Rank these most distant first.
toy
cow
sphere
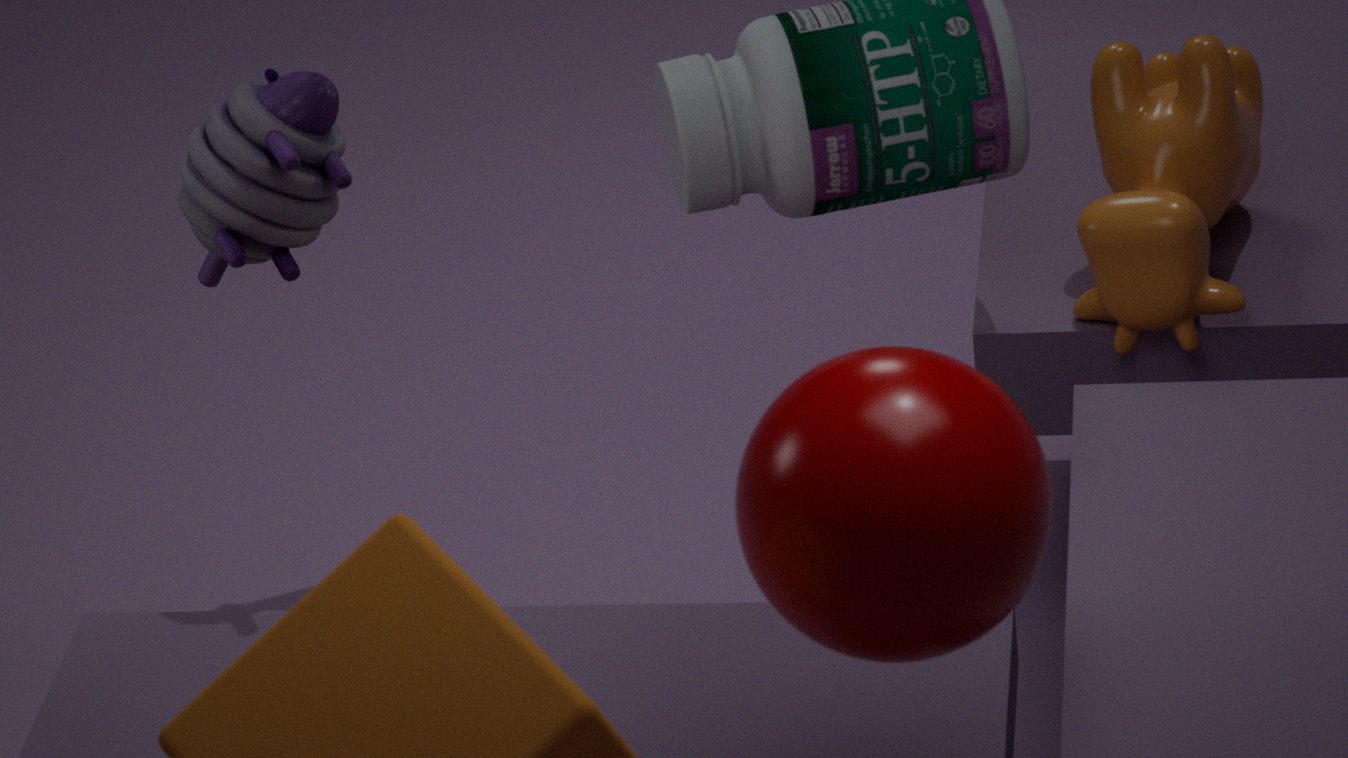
cow < toy < sphere
